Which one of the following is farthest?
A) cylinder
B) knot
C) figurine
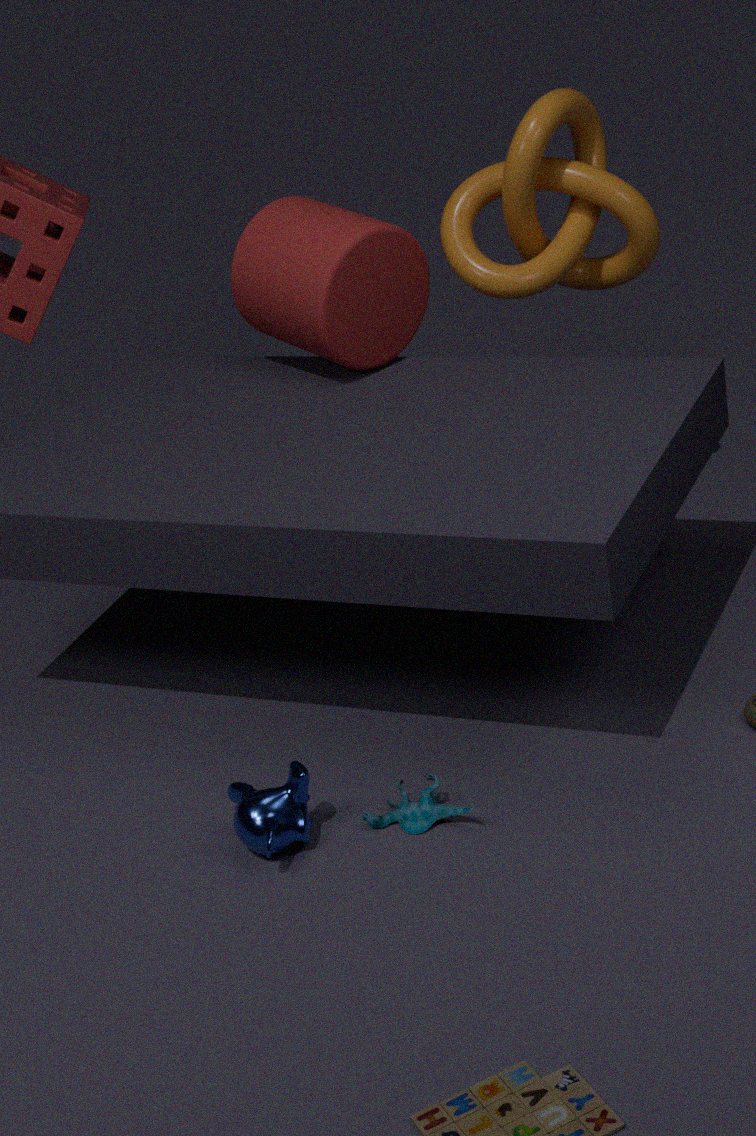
knot
